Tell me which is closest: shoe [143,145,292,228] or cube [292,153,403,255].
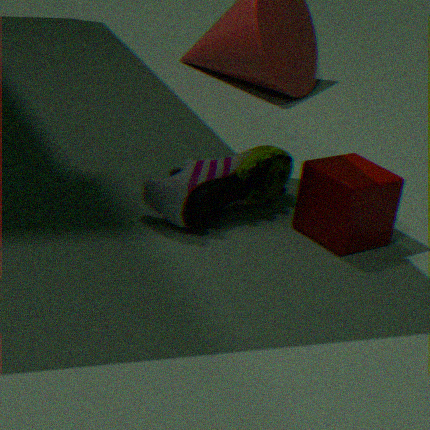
shoe [143,145,292,228]
